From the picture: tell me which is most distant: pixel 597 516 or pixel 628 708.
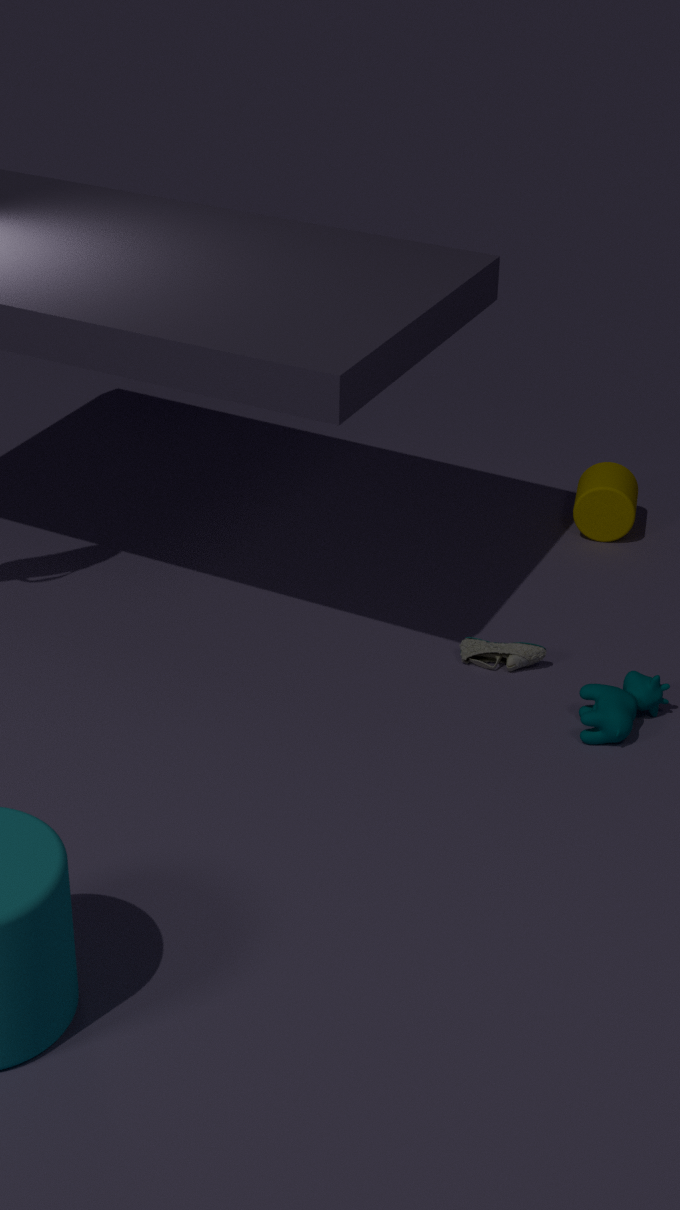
pixel 597 516
